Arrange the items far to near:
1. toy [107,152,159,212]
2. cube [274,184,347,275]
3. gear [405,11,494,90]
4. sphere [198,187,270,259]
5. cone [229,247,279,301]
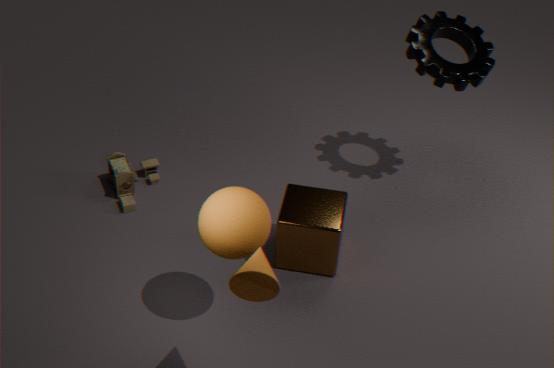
1. toy [107,152,159,212]
2. gear [405,11,494,90]
3. cube [274,184,347,275]
4. sphere [198,187,270,259]
5. cone [229,247,279,301]
